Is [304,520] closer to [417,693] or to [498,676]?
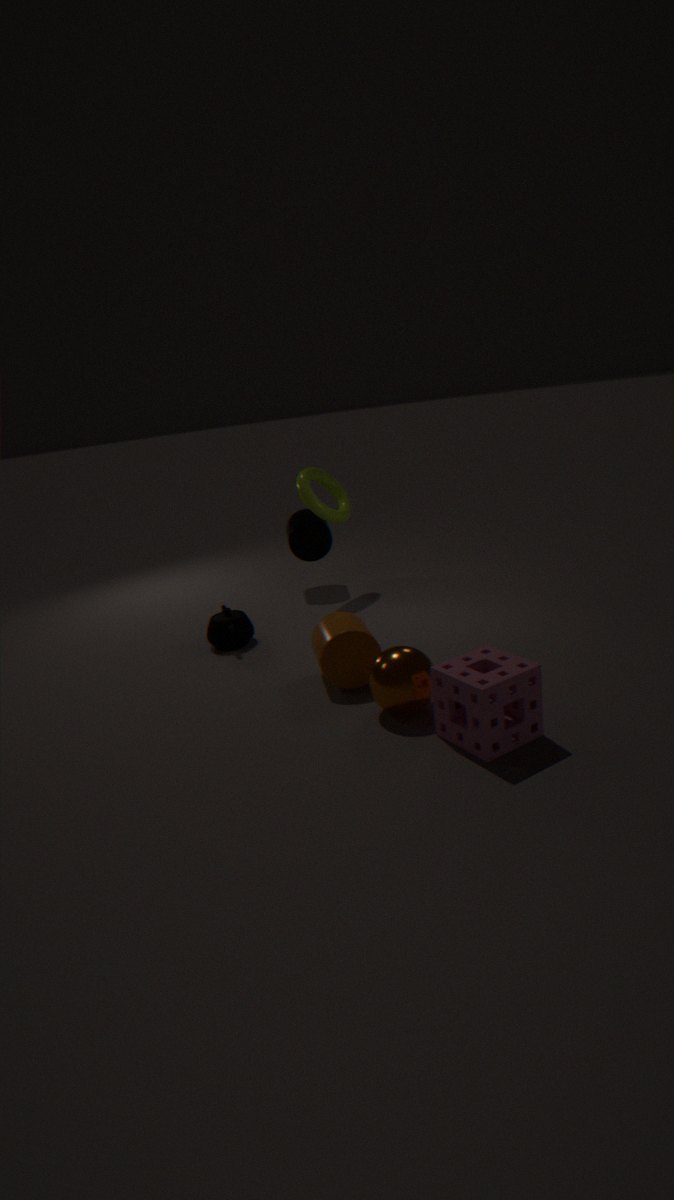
[417,693]
